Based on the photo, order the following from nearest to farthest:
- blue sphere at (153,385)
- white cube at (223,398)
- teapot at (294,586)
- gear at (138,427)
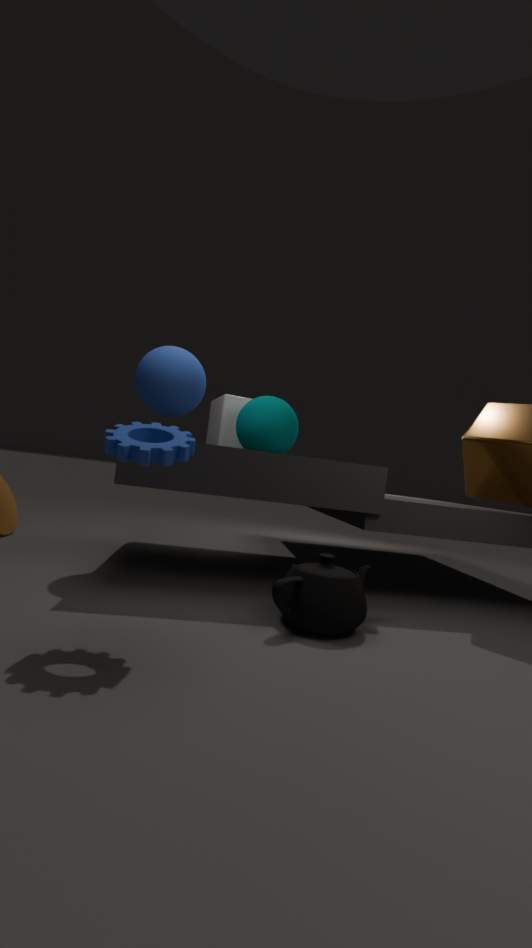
gear at (138,427), teapot at (294,586), blue sphere at (153,385), white cube at (223,398)
